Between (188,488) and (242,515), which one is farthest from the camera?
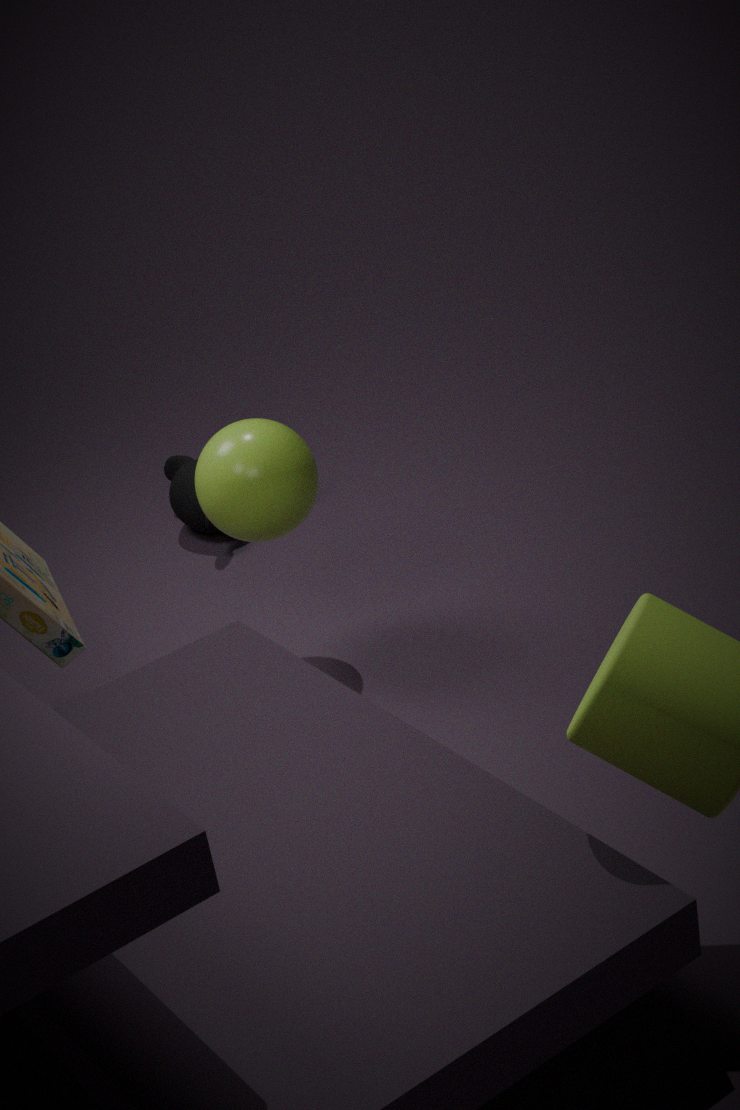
(188,488)
